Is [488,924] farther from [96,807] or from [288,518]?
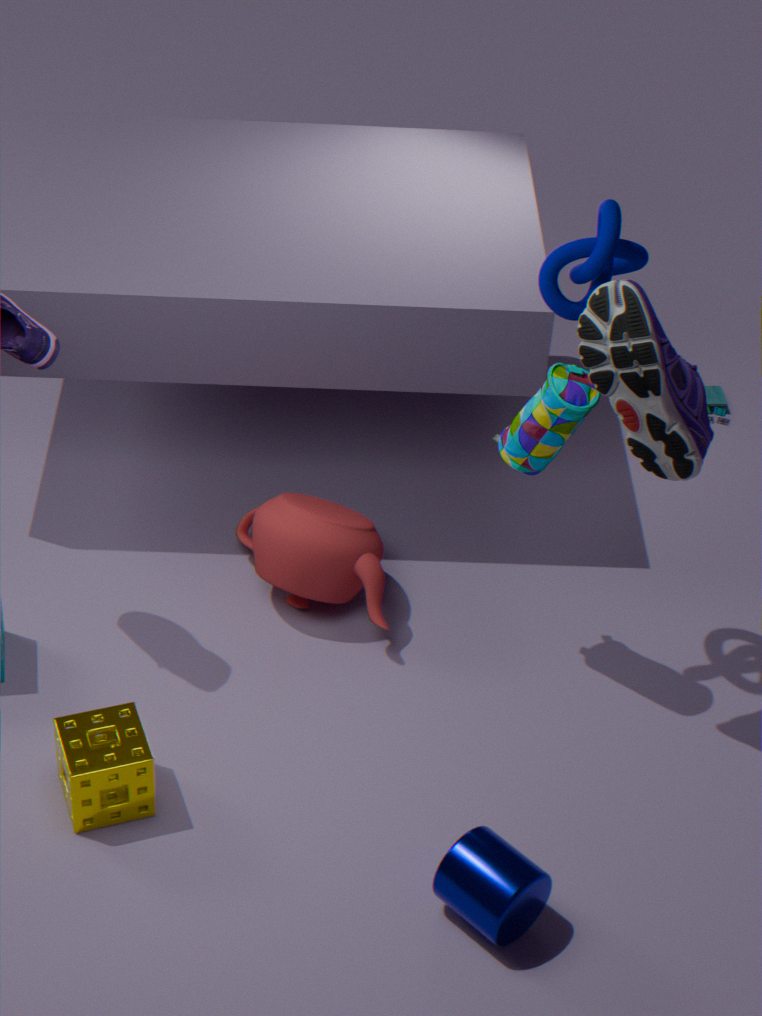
[288,518]
